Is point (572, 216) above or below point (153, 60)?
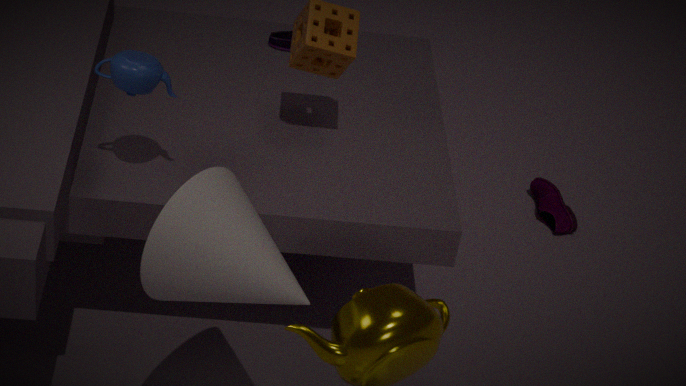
below
